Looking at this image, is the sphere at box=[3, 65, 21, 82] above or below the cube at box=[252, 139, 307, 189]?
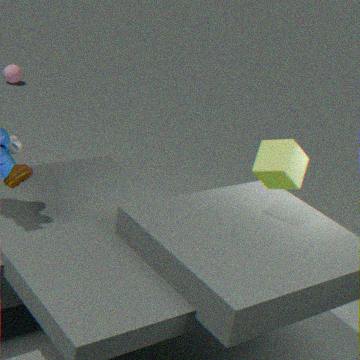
below
